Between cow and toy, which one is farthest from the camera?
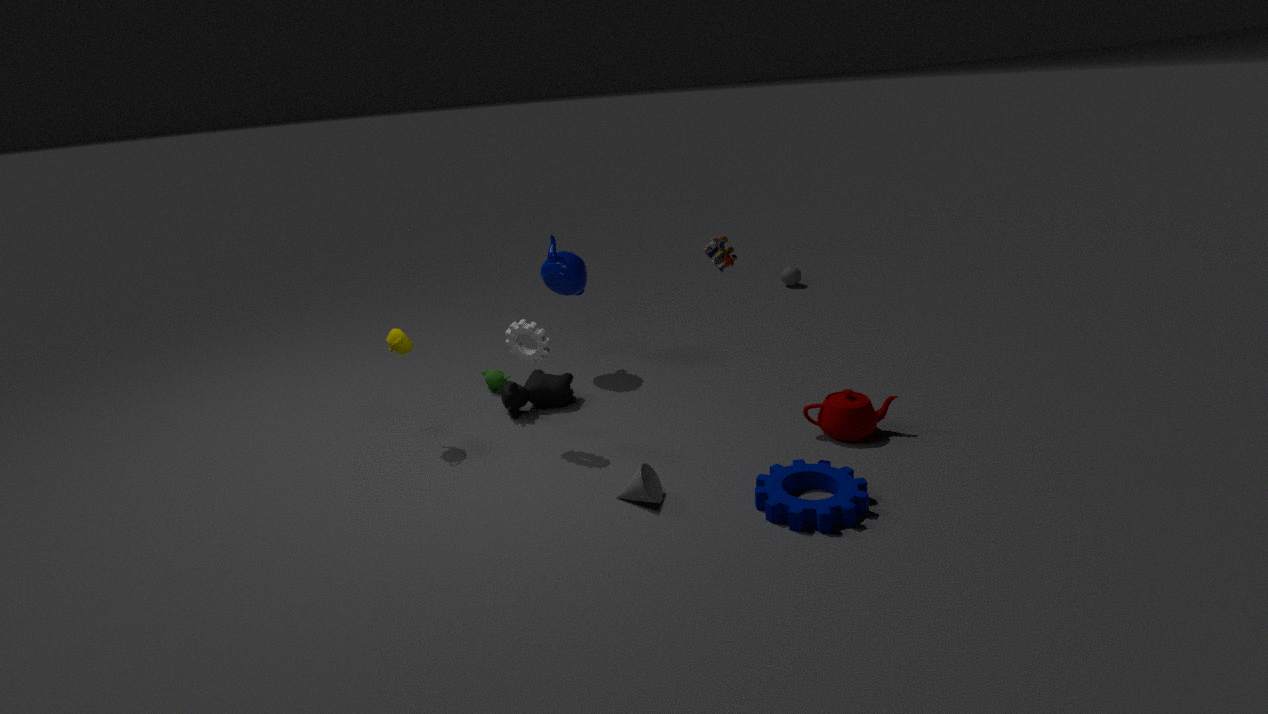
cow
